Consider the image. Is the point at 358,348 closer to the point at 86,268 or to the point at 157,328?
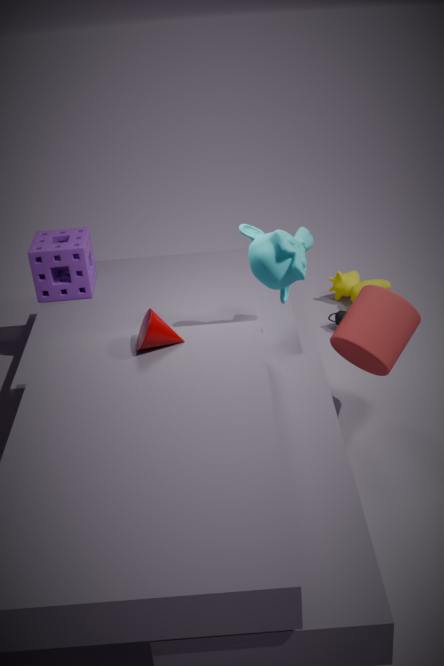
the point at 157,328
